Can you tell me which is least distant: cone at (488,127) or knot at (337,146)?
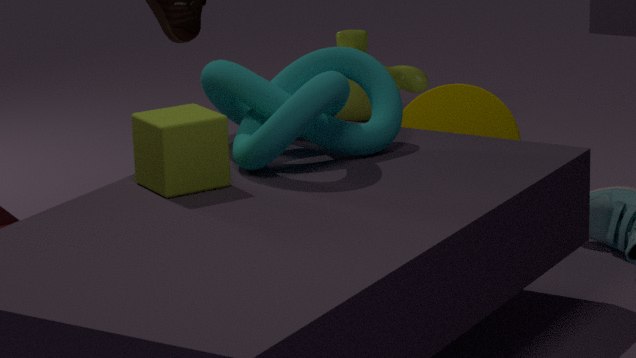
knot at (337,146)
